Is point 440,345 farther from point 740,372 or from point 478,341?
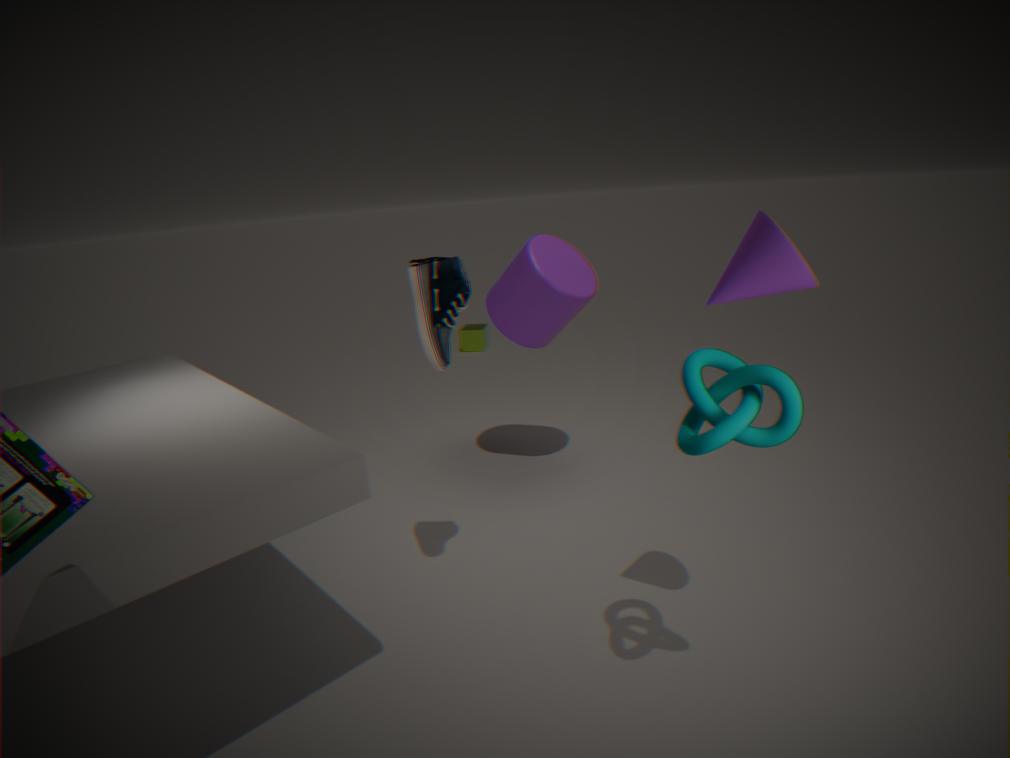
point 478,341
